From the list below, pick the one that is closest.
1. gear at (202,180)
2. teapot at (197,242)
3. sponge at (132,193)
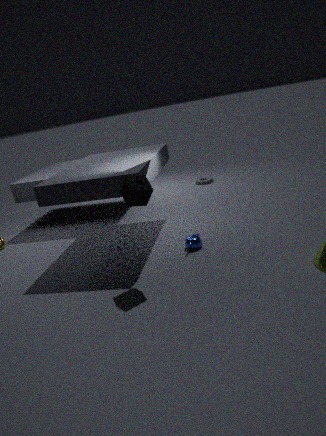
sponge at (132,193)
